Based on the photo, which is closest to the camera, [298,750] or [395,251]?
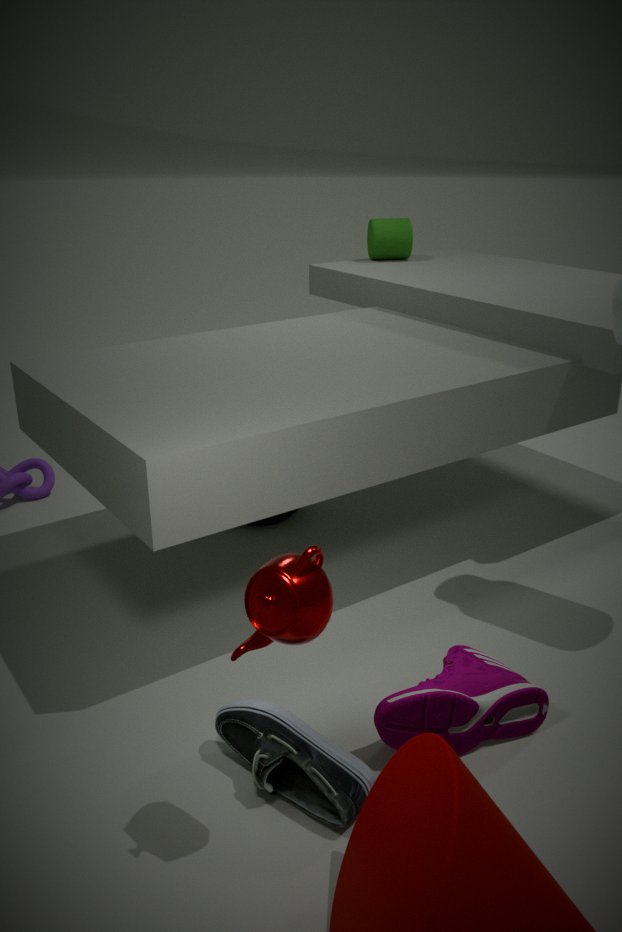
[298,750]
